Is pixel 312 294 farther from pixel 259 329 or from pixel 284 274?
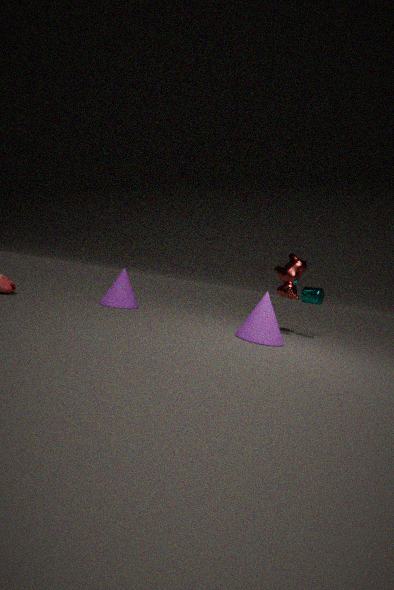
pixel 259 329
